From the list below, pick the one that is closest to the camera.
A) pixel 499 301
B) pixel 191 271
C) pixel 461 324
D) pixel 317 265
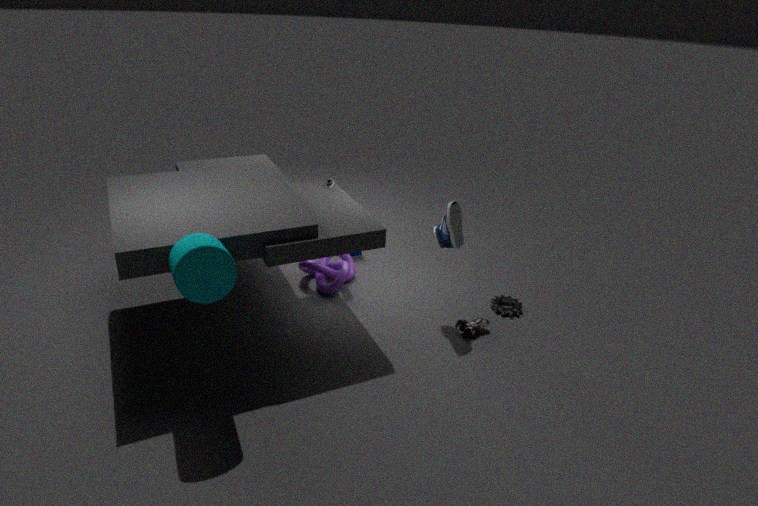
B. pixel 191 271
